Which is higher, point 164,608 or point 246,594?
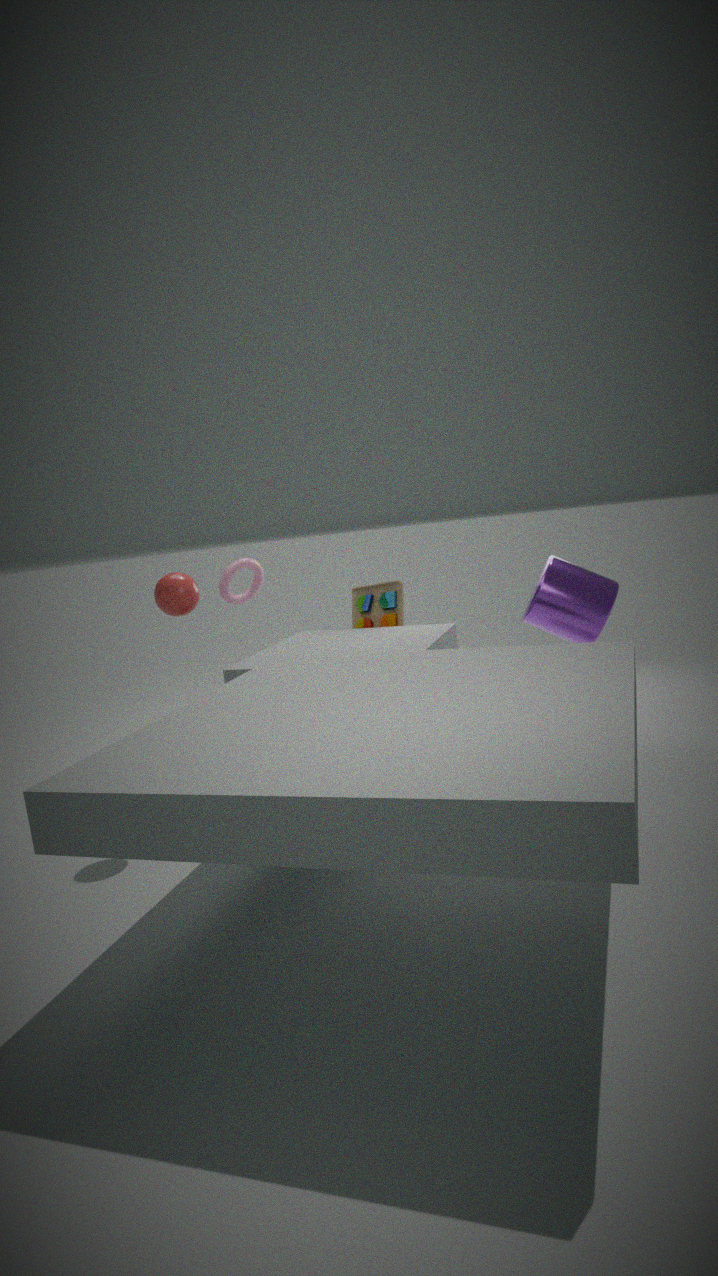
point 164,608
